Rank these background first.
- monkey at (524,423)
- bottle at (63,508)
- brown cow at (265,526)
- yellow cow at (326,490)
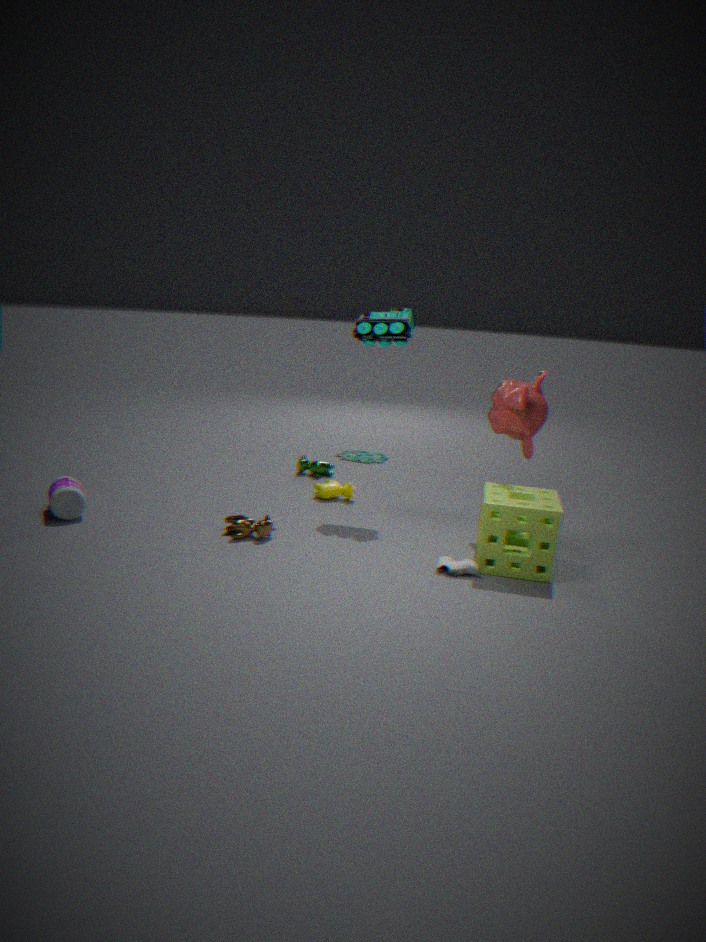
yellow cow at (326,490), bottle at (63,508), monkey at (524,423), brown cow at (265,526)
